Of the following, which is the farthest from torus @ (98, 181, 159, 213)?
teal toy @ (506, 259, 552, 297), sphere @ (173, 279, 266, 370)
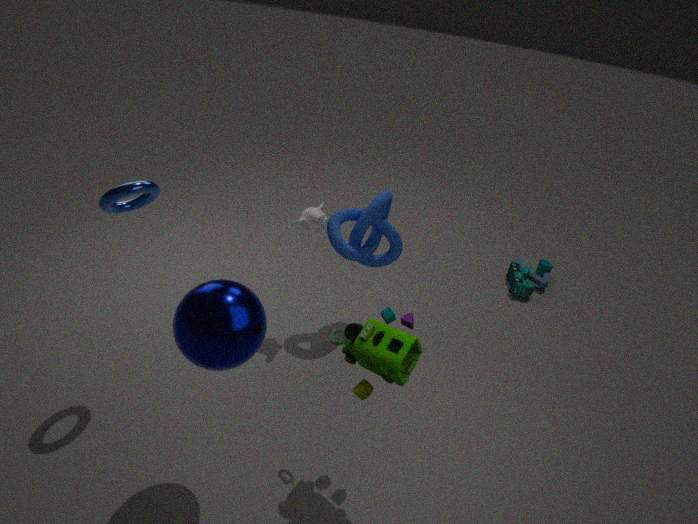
teal toy @ (506, 259, 552, 297)
